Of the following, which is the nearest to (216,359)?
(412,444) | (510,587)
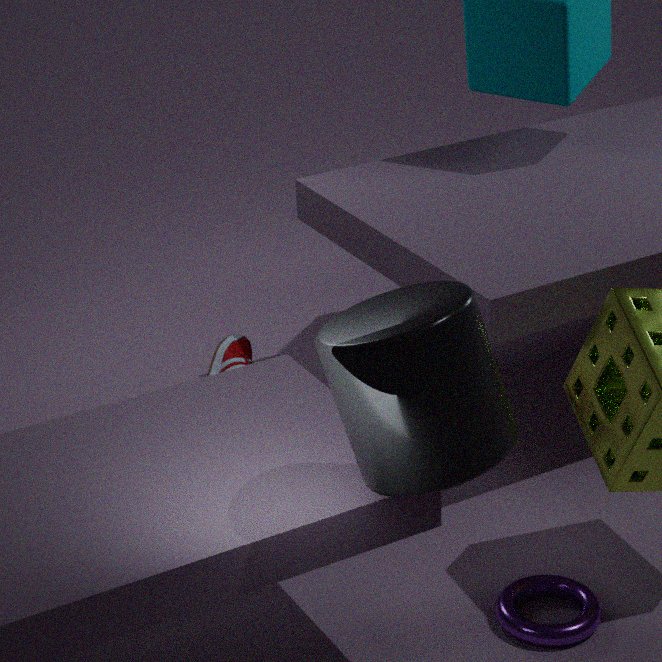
(510,587)
